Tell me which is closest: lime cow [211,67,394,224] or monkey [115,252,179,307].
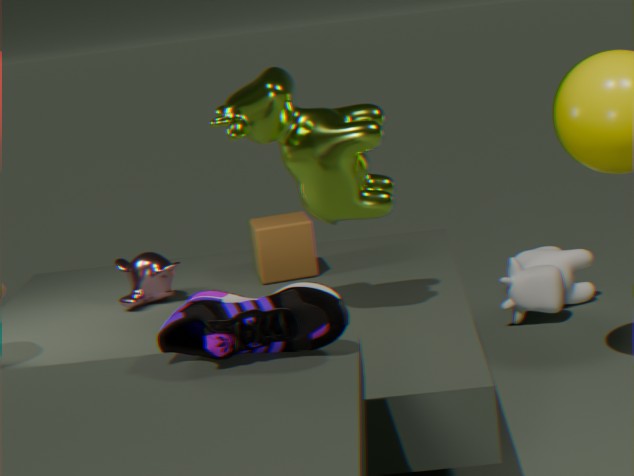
lime cow [211,67,394,224]
